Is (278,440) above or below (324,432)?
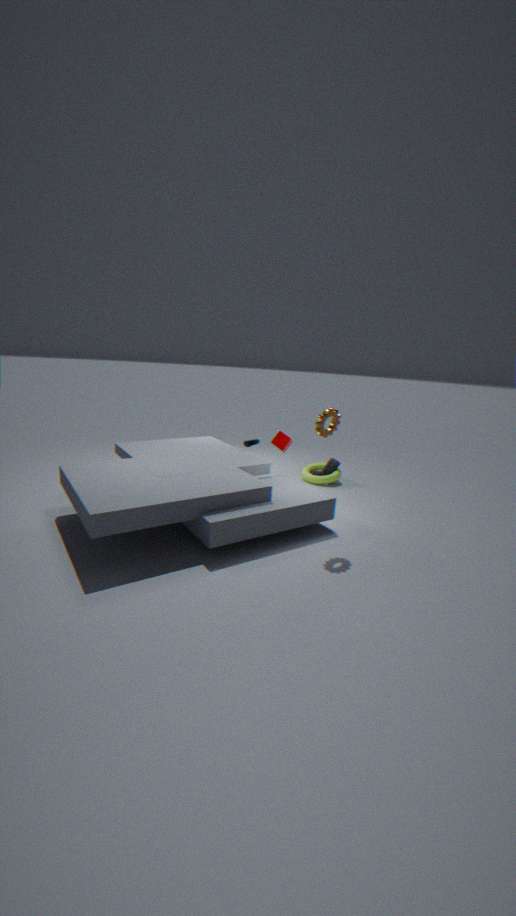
Result: below
